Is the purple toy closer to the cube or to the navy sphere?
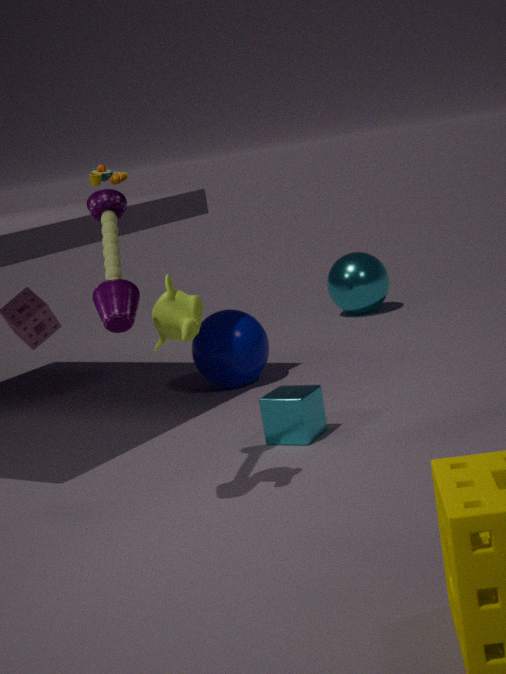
the cube
